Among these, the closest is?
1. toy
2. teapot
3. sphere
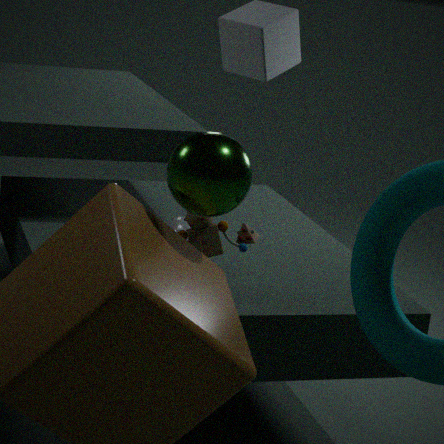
sphere
